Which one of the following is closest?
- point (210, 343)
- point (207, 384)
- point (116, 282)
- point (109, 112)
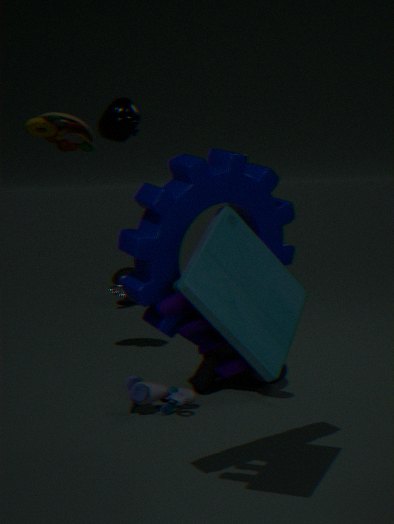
point (210, 343)
